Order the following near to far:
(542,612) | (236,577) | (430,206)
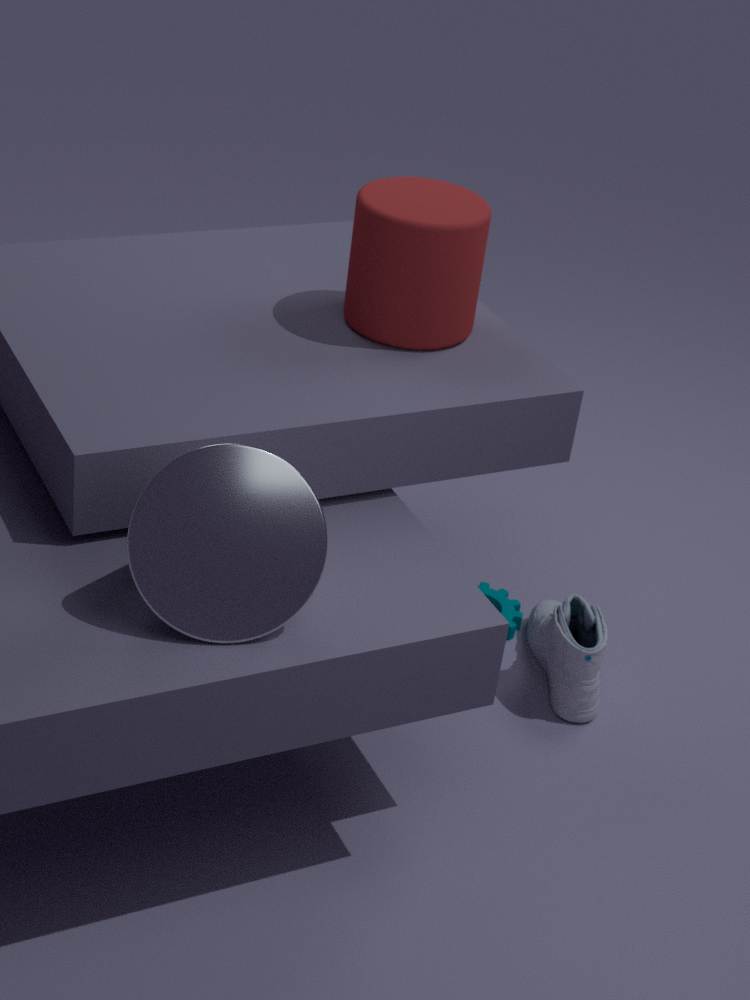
(236,577)
(430,206)
(542,612)
